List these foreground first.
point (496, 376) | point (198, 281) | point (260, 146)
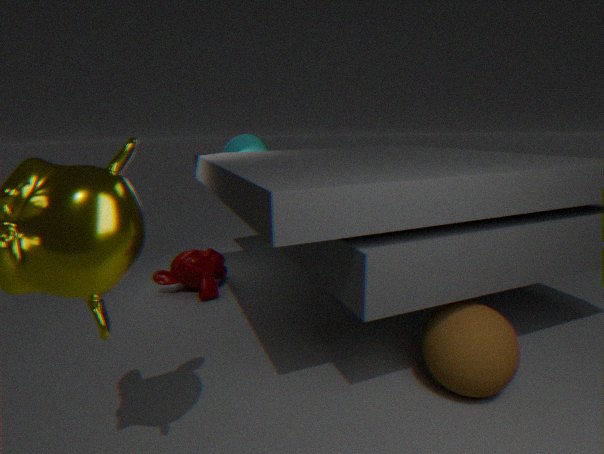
point (496, 376) < point (198, 281) < point (260, 146)
